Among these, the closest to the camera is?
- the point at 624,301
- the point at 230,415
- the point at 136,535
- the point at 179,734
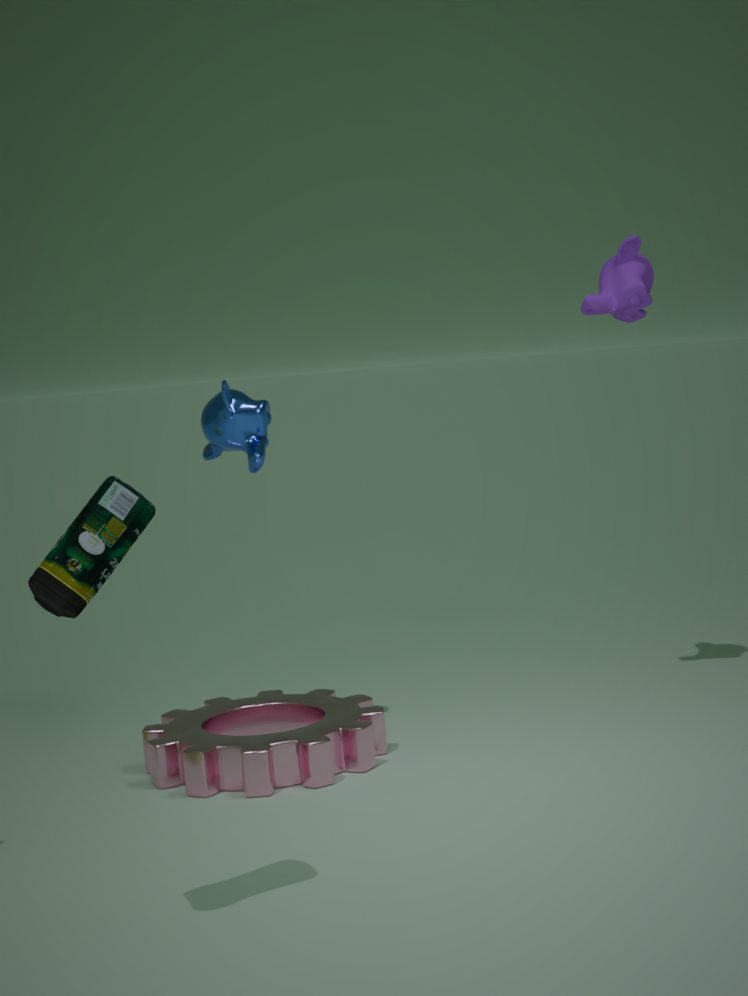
the point at 136,535
